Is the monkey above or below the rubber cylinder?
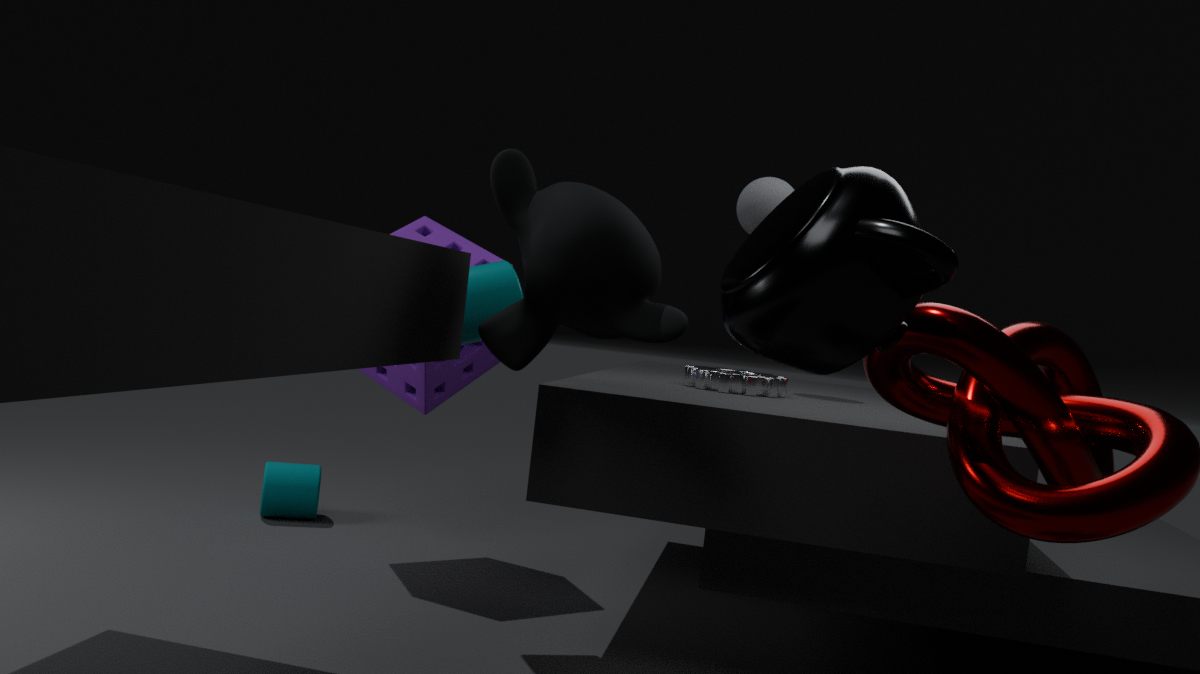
above
